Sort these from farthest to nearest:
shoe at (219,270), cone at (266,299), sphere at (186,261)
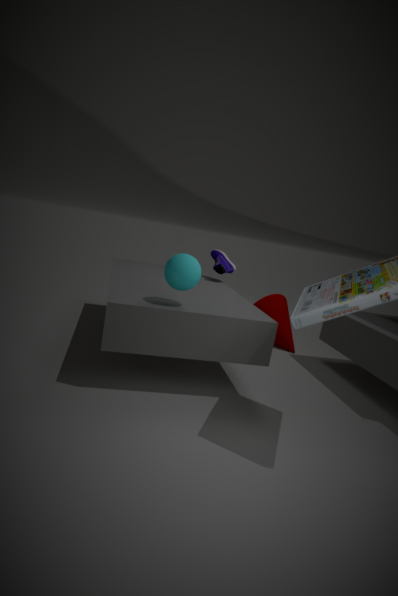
cone at (266,299), shoe at (219,270), sphere at (186,261)
